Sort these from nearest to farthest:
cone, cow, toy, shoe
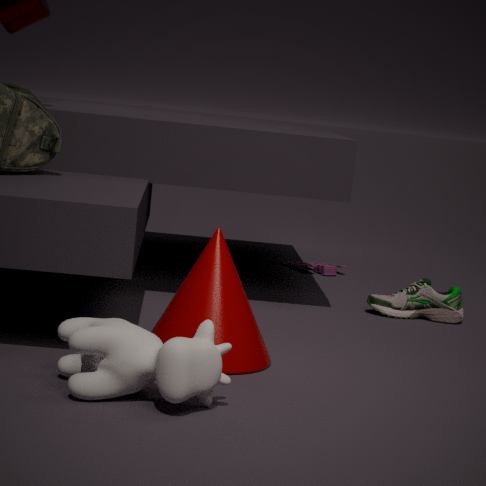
cow < cone < shoe < toy
